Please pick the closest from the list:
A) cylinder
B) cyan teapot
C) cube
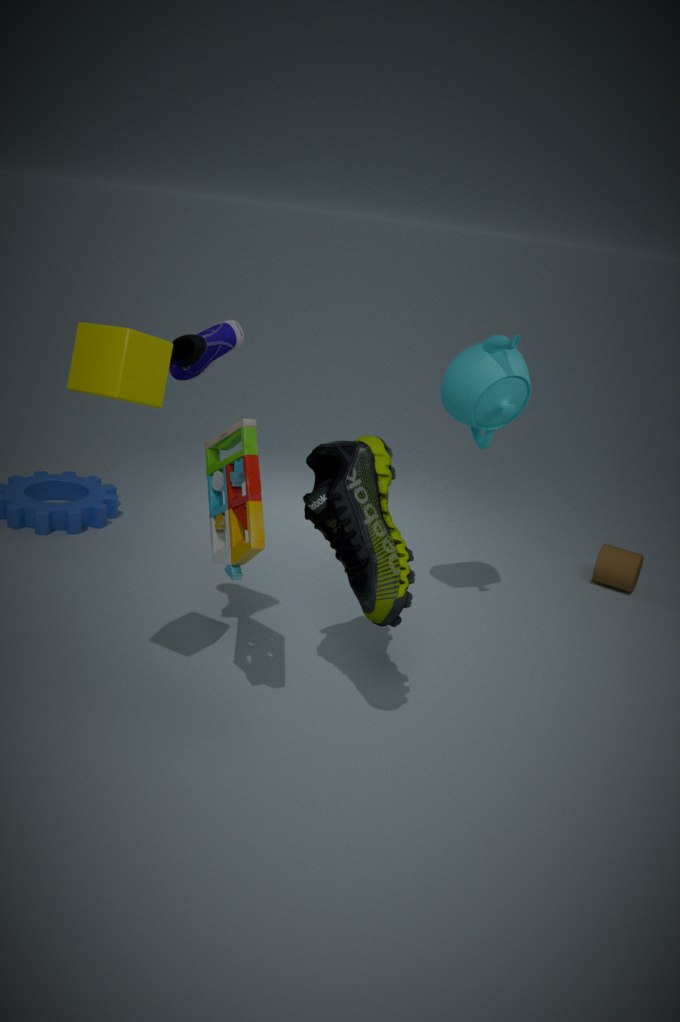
cube
